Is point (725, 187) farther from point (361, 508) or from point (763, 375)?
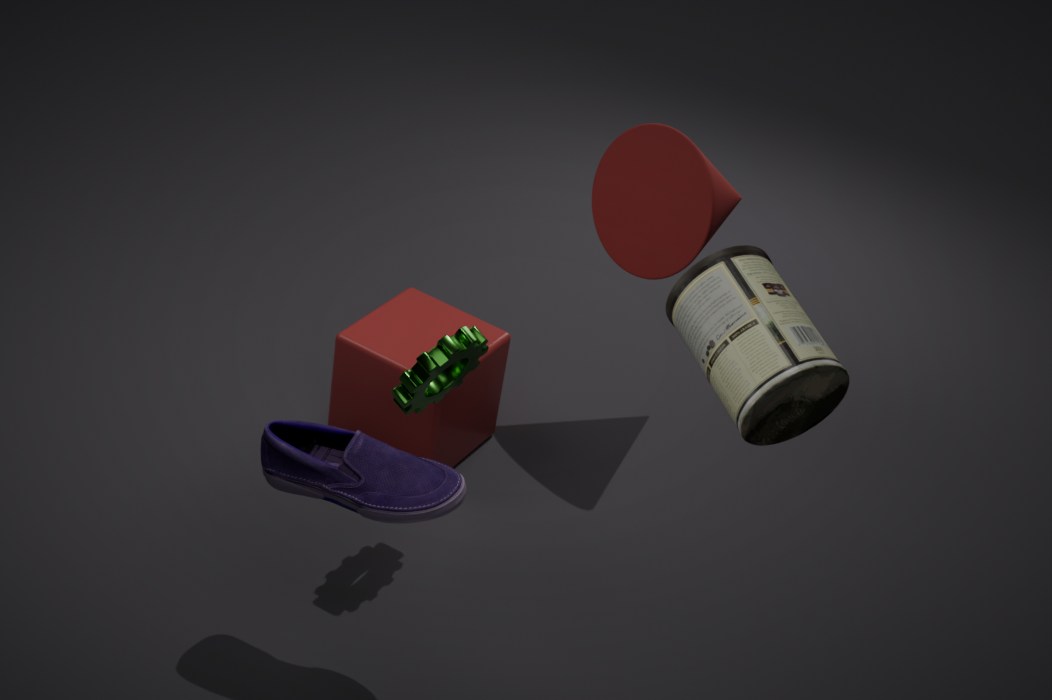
point (361, 508)
